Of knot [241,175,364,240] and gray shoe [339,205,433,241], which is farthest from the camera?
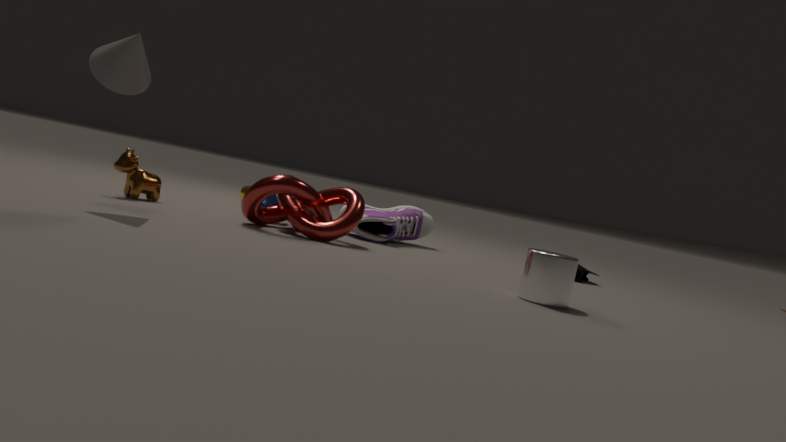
gray shoe [339,205,433,241]
